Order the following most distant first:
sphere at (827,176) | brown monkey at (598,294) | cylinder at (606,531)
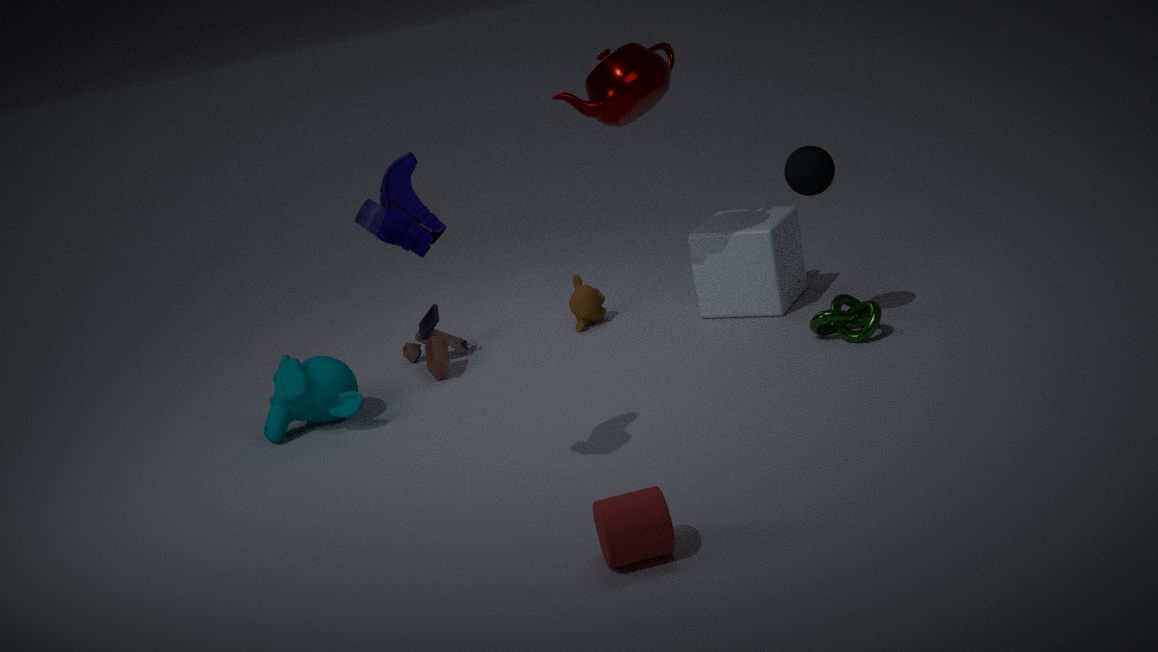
brown monkey at (598,294) → sphere at (827,176) → cylinder at (606,531)
